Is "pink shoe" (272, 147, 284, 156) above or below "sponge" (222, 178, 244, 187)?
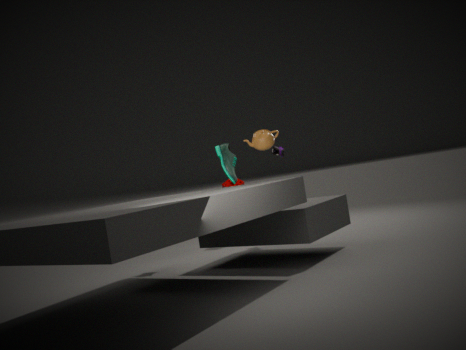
above
